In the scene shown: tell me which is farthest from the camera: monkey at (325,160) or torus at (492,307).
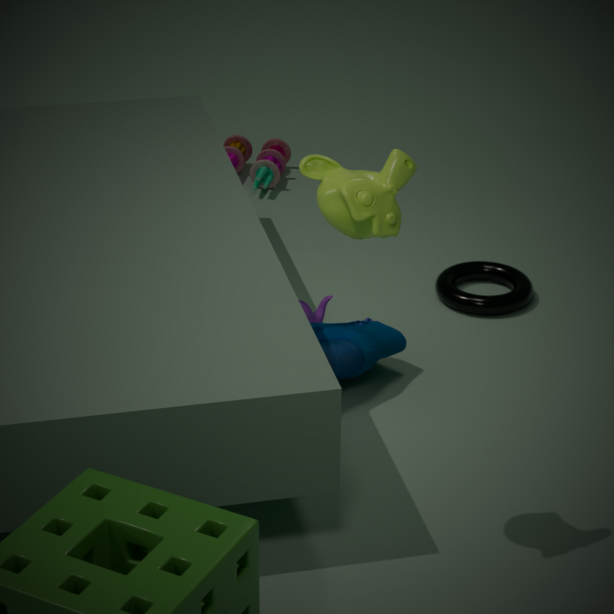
torus at (492,307)
